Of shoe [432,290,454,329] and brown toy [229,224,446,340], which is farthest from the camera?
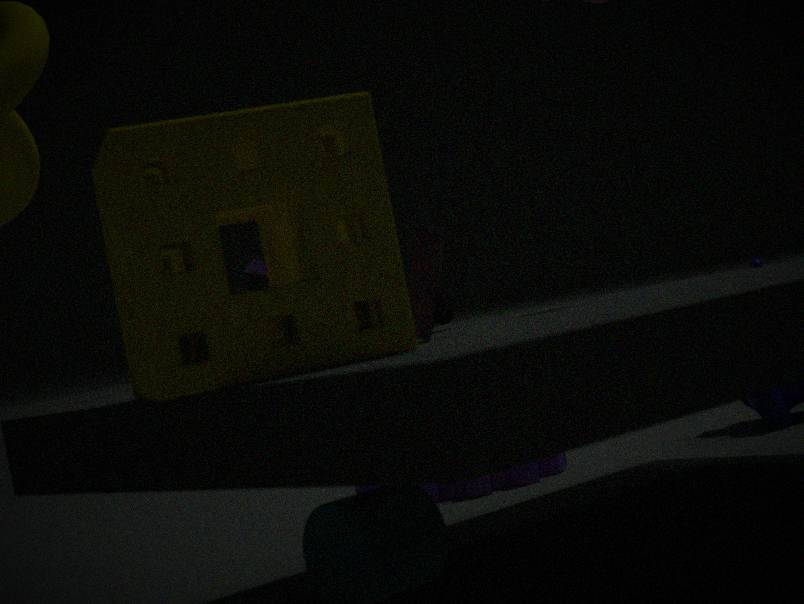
shoe [432,290,454,329]
